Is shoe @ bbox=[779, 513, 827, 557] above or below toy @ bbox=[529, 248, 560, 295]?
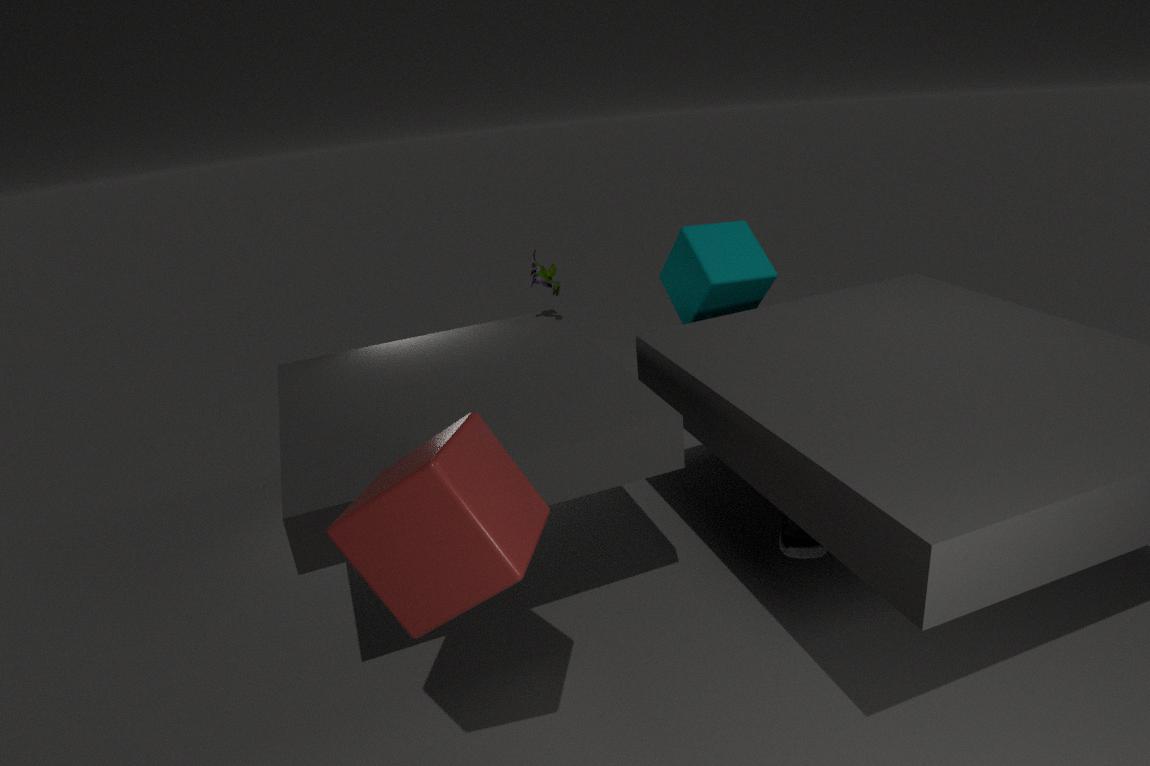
below
